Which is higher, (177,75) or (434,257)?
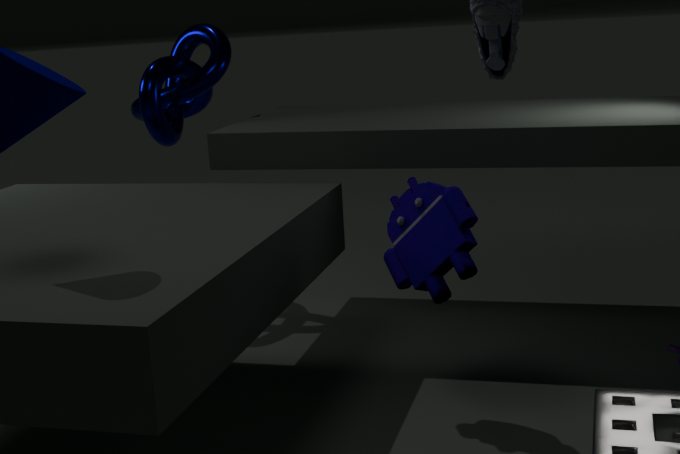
(177,75)
